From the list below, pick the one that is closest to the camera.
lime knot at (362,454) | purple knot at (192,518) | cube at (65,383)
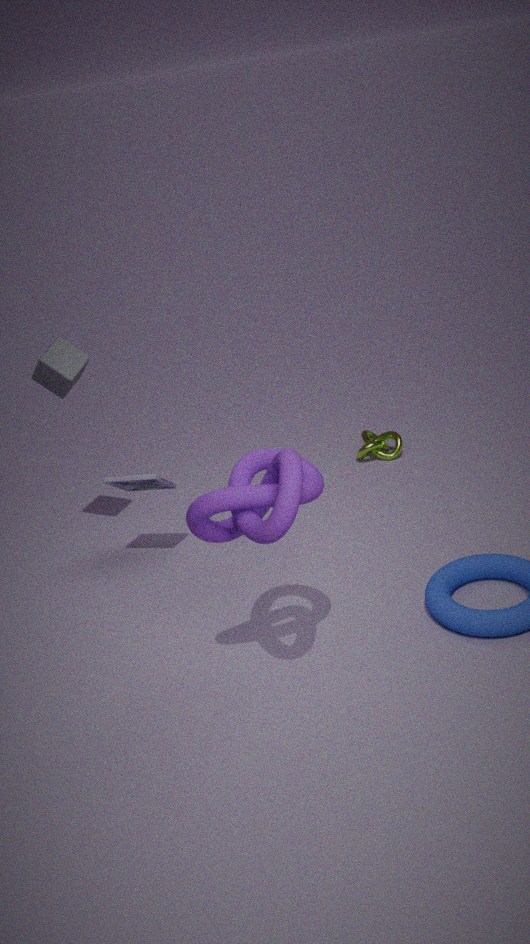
purple knot at (192,518)
